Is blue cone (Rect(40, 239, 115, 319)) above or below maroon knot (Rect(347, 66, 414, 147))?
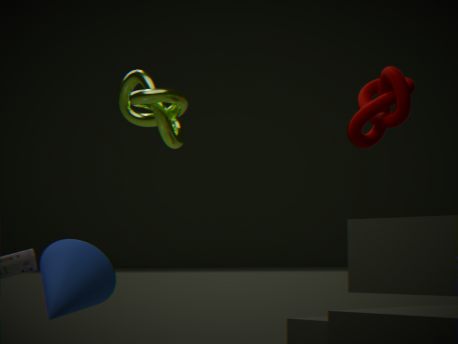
below
